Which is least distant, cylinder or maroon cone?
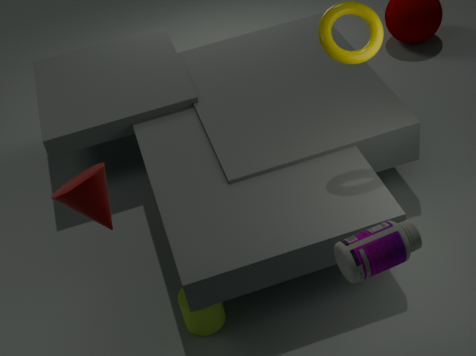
maroon cone
